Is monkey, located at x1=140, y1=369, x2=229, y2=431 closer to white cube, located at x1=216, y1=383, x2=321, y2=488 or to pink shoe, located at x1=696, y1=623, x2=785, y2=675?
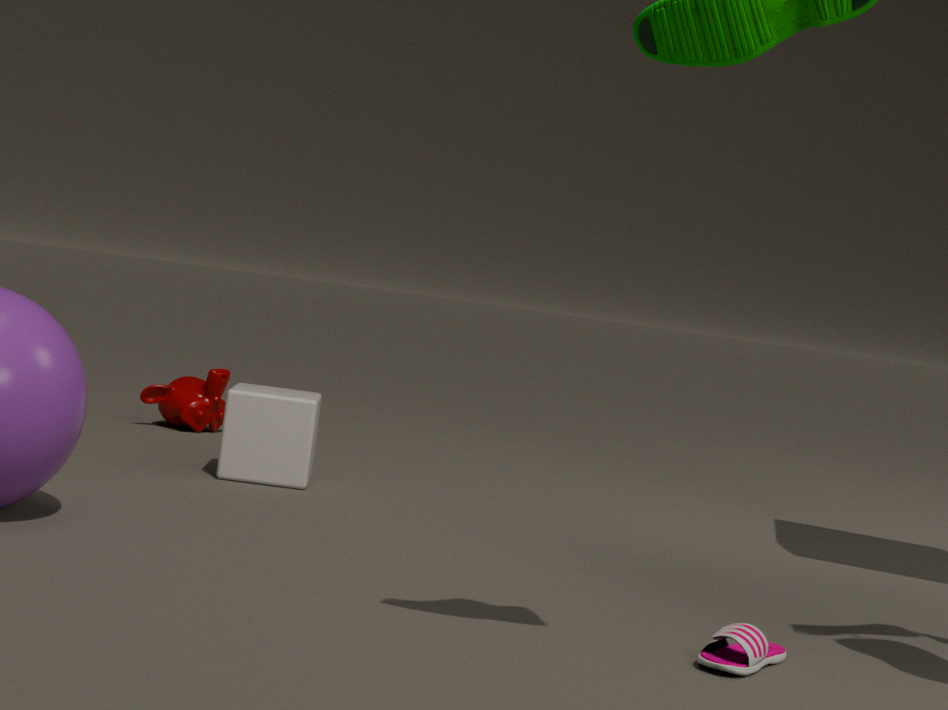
white cube, located at x1=216, y1=383, x2=321, y2=488
